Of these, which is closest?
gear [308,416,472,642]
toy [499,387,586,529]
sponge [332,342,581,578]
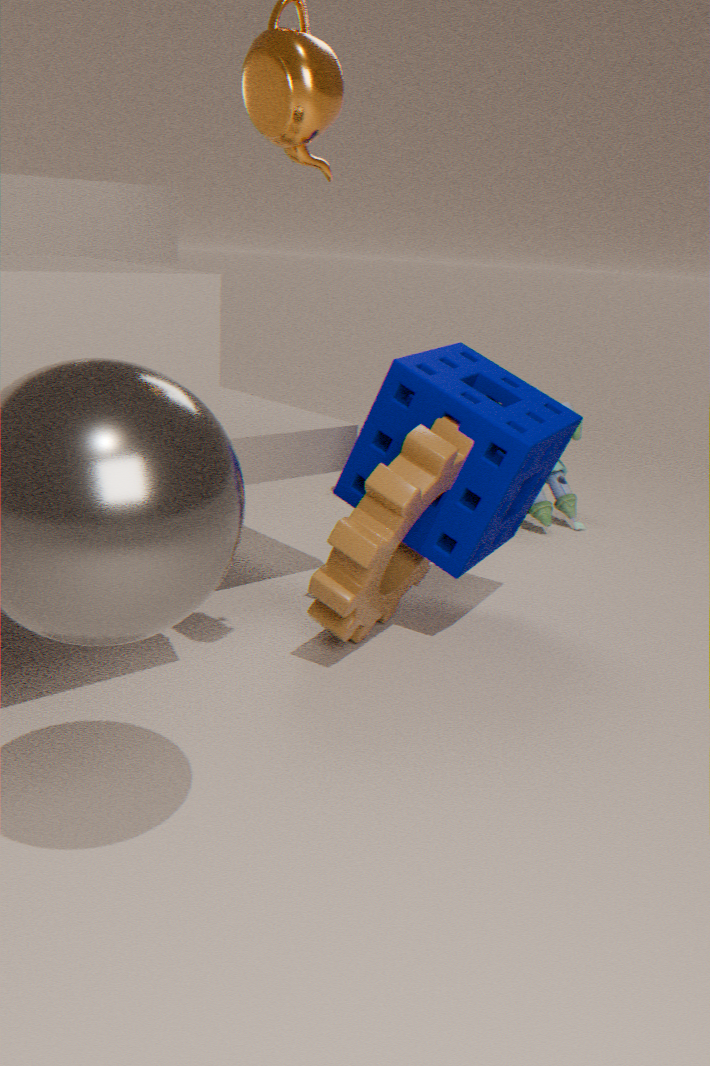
gear [308,416,472,642]
